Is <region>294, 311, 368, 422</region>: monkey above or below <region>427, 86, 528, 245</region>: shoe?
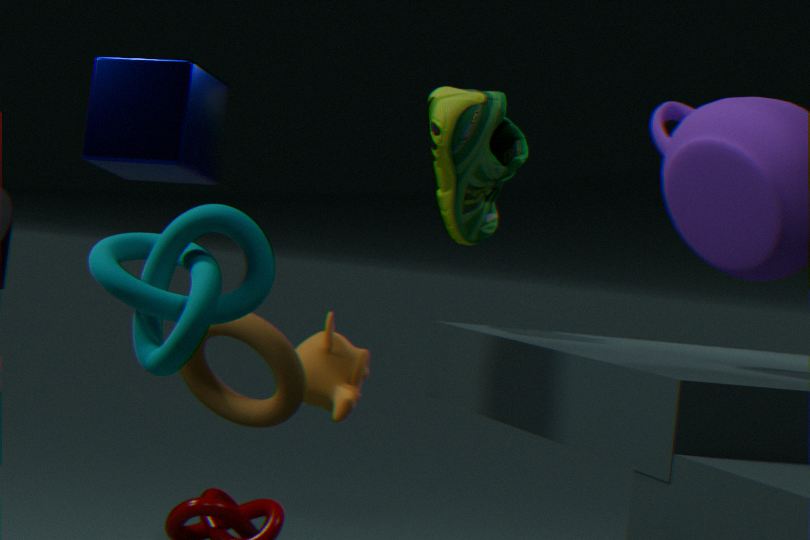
below
